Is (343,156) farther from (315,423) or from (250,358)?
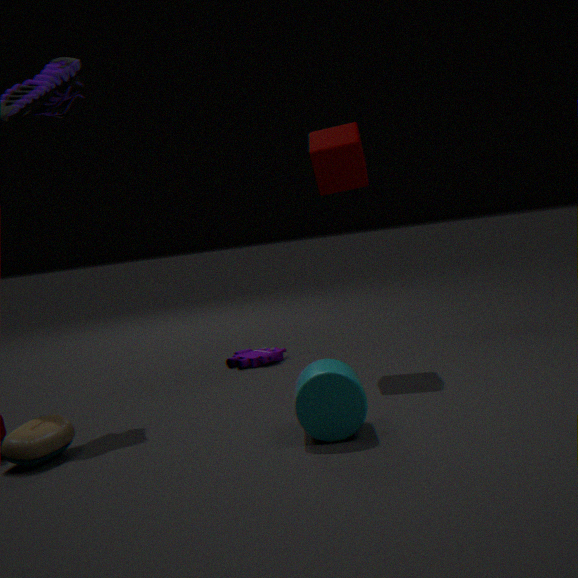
(315,423)
